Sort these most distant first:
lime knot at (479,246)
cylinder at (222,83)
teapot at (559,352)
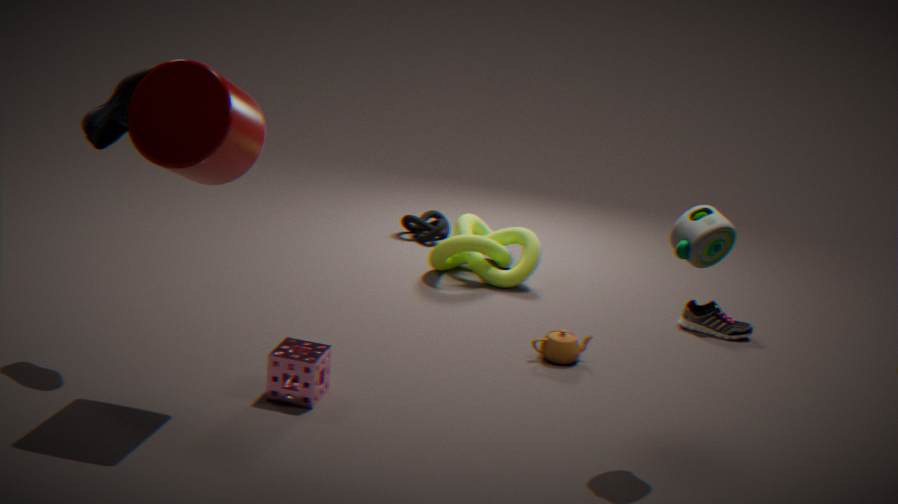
lime knot at (479,246), teapot at (559,352), cylinder at (222,83)
